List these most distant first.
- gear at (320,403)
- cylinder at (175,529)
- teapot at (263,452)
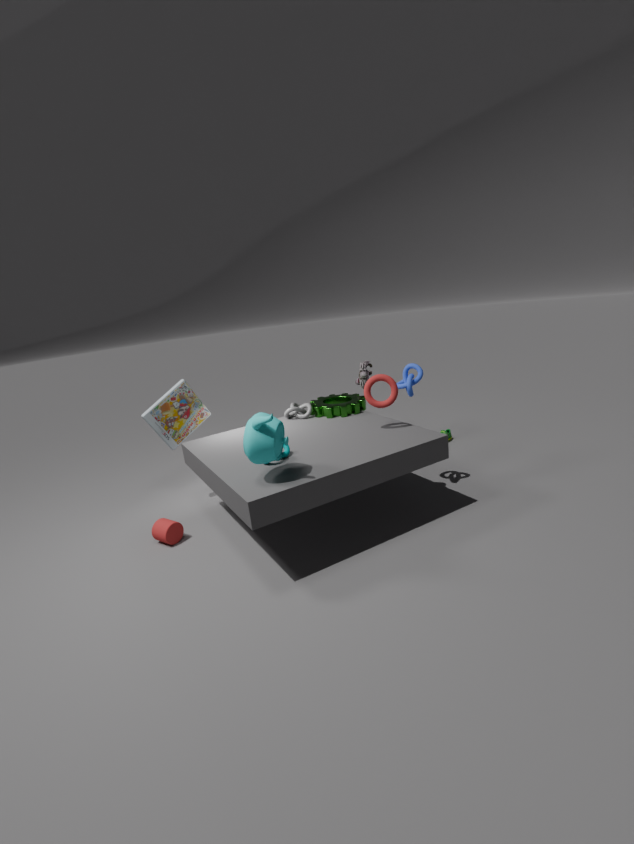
gear at (320,403)
cylinder at (175,529)
teapot at (263,452)
